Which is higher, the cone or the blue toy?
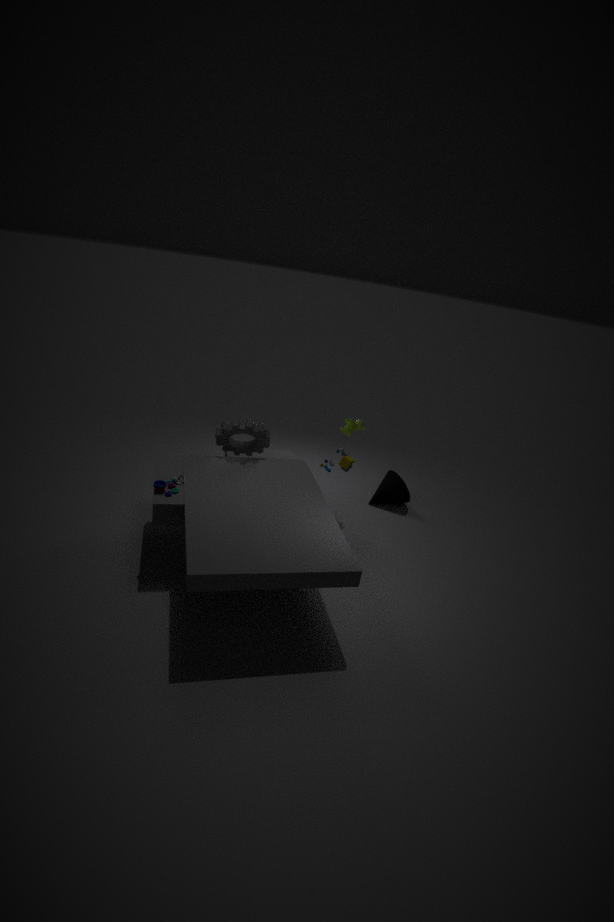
the blue toy
